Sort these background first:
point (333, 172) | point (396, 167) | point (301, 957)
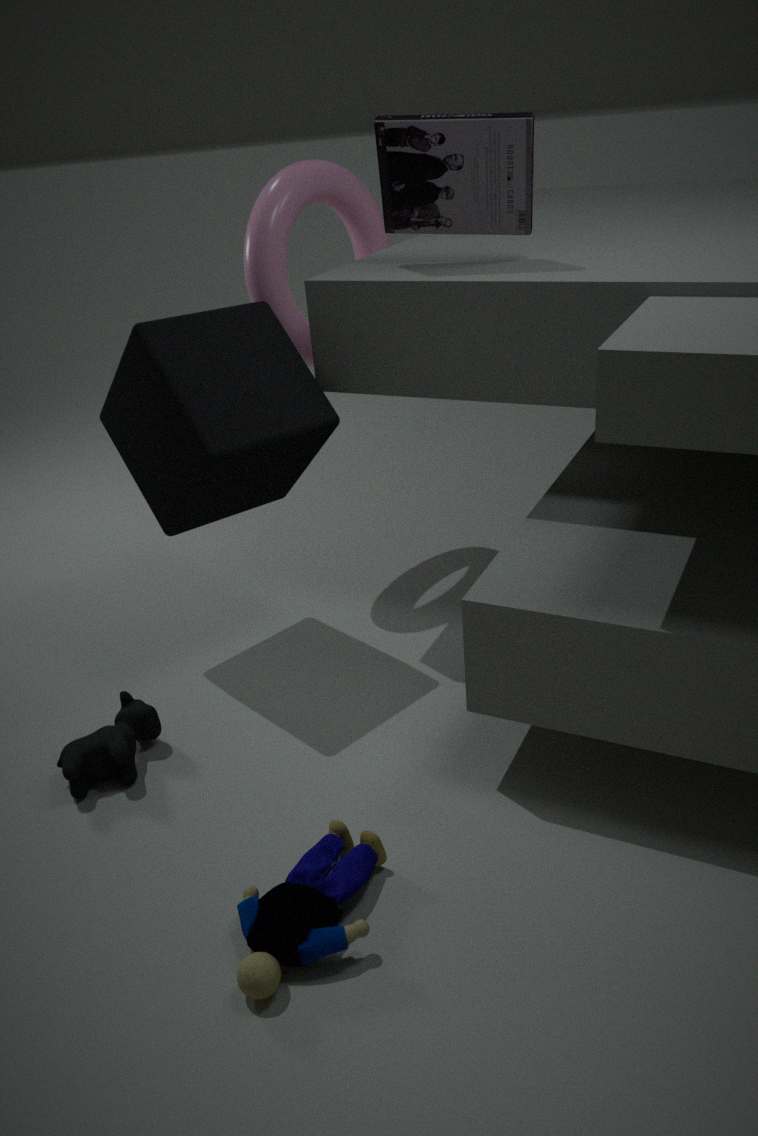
point (333, 172)
point (396, 167)
point (301, 957)
